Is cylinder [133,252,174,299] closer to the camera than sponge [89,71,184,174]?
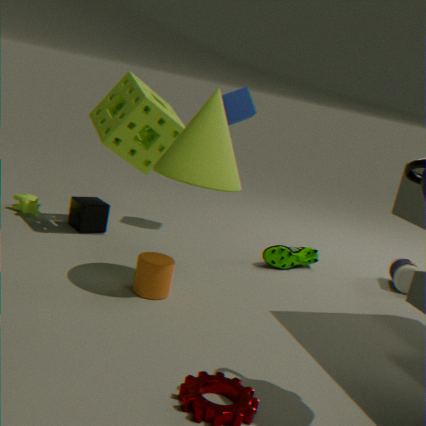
Yes
